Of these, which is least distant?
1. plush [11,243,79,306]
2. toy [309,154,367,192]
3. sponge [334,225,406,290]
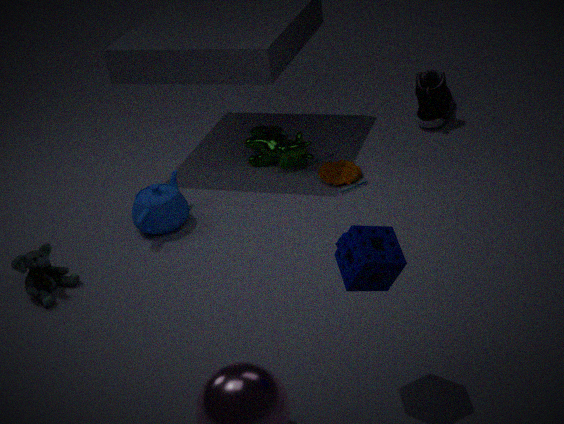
sponge [334,225,406,290]
